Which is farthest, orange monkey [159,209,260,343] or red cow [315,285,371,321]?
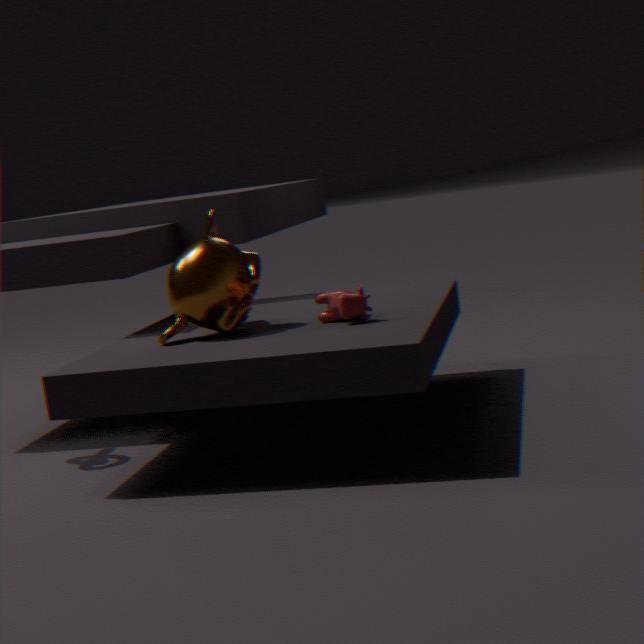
orange monkey [159,209,260,343]
